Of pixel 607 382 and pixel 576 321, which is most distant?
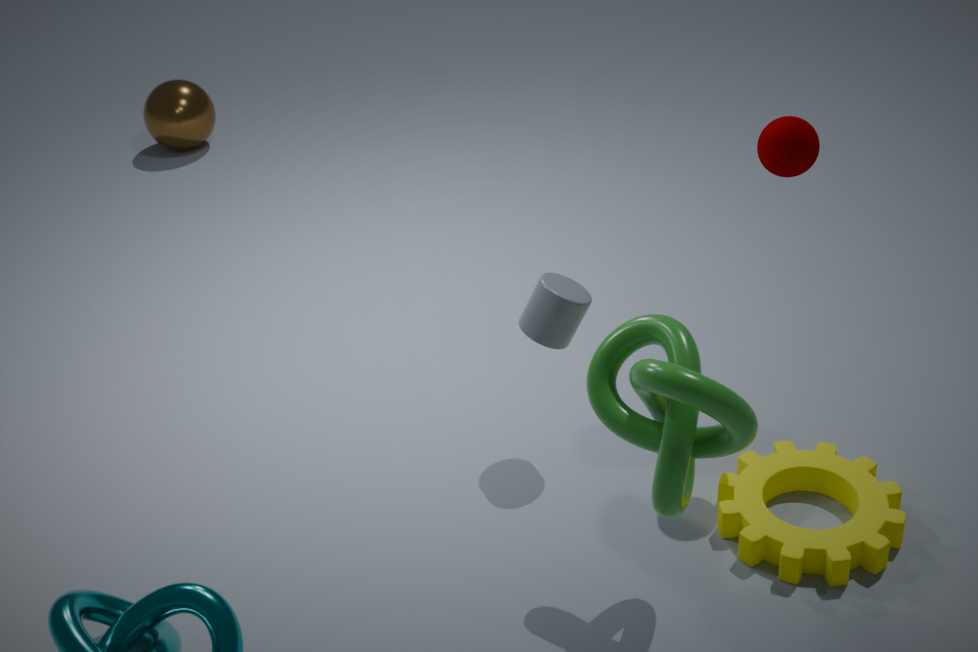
pixel 576 321
